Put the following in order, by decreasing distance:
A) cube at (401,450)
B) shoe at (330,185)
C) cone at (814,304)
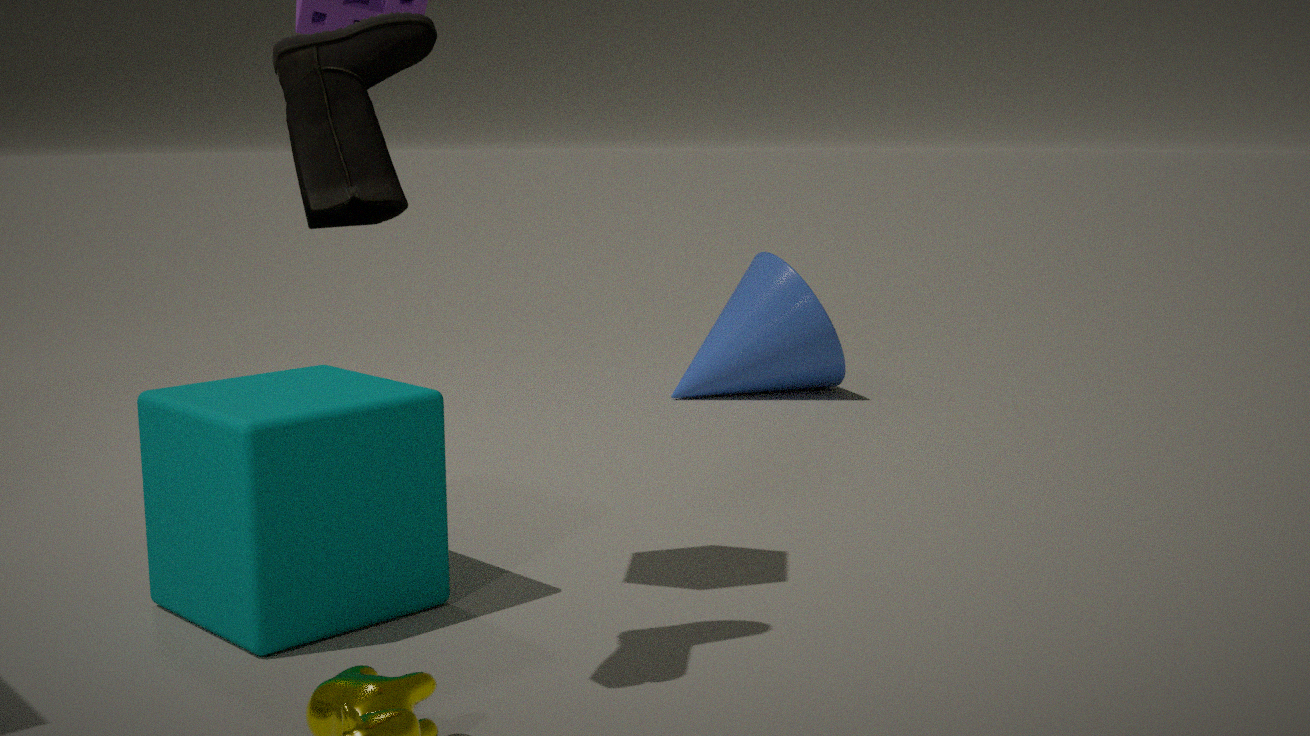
1. cone at (814,304)
2. cube at (401,450)
3. shoe at (330,185)
